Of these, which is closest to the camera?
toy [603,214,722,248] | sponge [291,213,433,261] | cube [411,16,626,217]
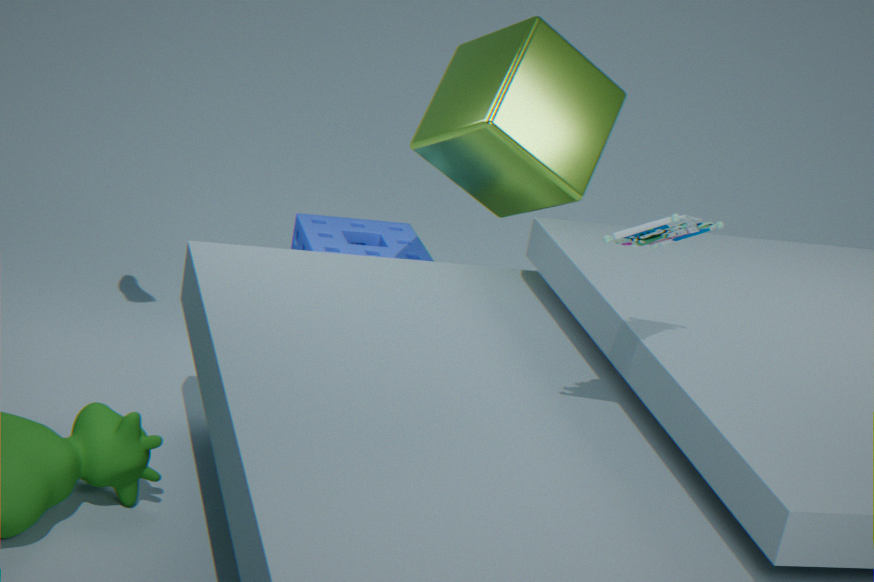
toy [603,214,722,248]
